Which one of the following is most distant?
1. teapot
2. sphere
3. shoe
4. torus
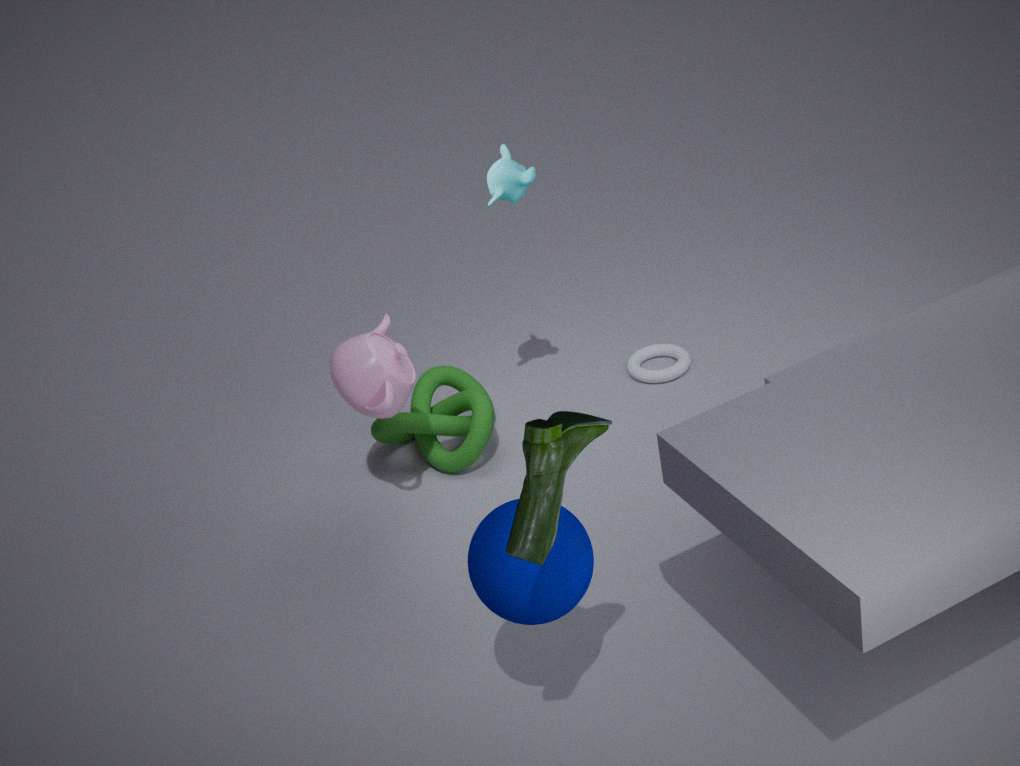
torus
